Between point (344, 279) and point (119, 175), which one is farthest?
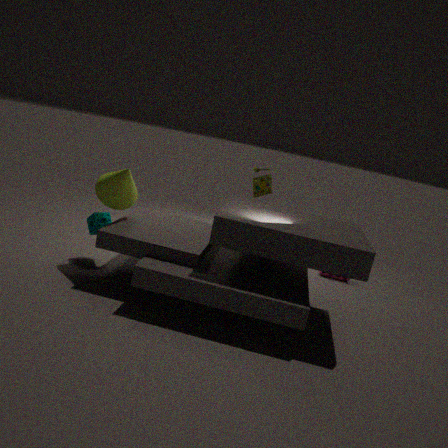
point (344, 279)
